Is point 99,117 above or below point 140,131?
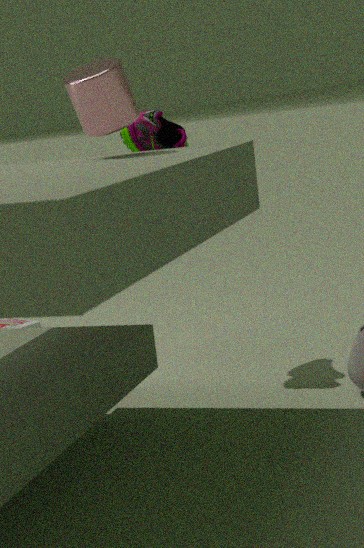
above
